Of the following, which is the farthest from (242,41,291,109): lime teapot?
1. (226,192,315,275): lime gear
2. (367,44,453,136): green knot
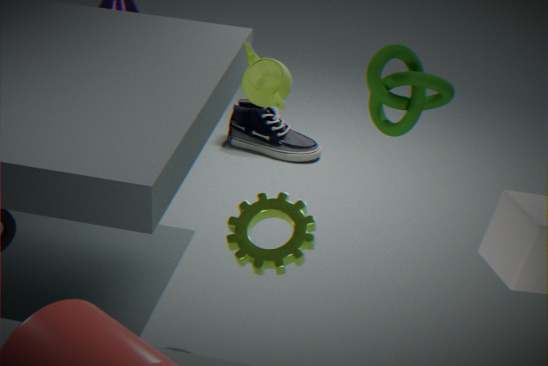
(367,44,453,136): green knot
